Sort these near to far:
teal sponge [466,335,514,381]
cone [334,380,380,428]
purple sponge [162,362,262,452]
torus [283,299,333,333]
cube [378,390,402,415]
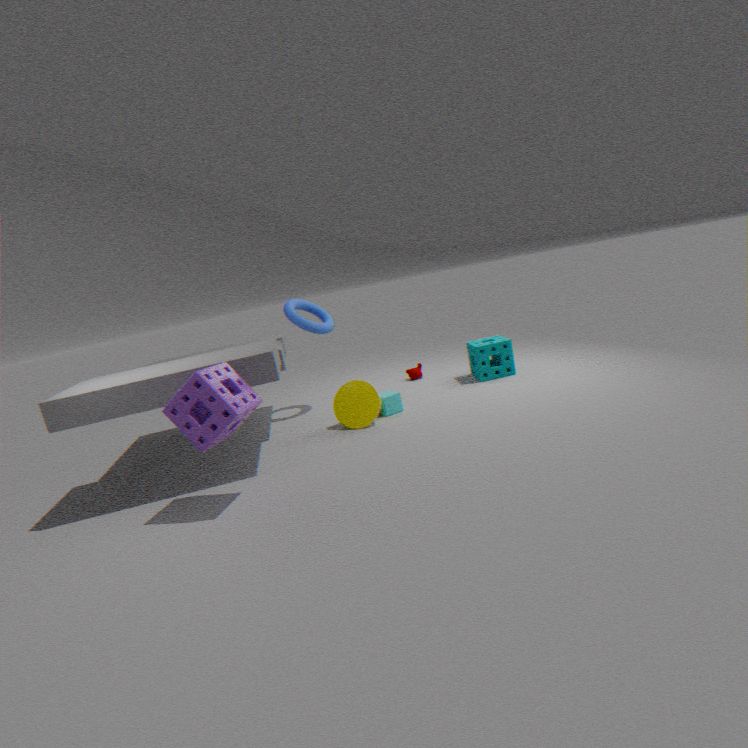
purple sponge [162,362,262,452]
cone [334,380,380,428]
cube [378,390,402,415]
torus [283,299,333,333]
teal sponge [466,335,514,381]
